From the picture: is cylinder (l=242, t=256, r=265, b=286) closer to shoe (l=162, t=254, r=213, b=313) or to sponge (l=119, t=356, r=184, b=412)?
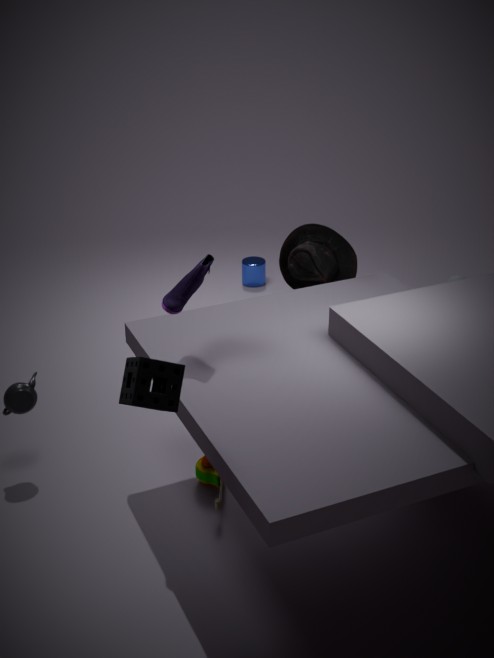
shoe (l=162, t=254, r=213, b=313)
